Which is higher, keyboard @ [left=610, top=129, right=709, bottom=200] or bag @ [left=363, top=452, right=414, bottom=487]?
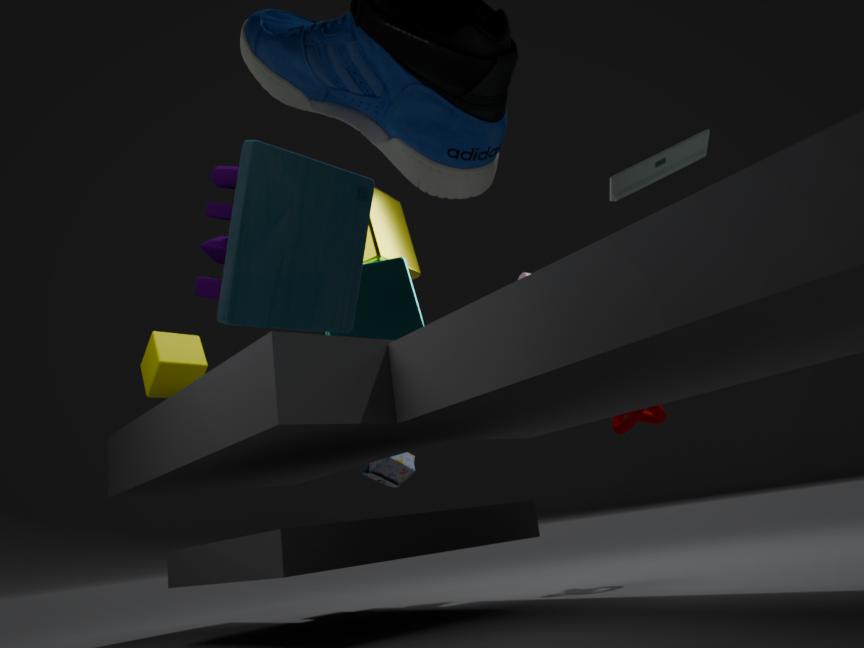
keyboard @ [left=610, top=129, right=709, bottom=200]
